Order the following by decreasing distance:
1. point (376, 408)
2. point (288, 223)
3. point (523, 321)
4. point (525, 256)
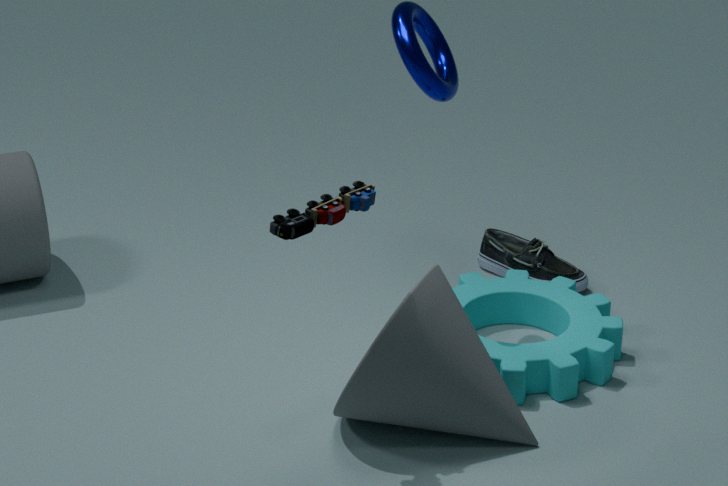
point (525, 256) → point (523, 321) → point (376, 408) → point (288, 223)
